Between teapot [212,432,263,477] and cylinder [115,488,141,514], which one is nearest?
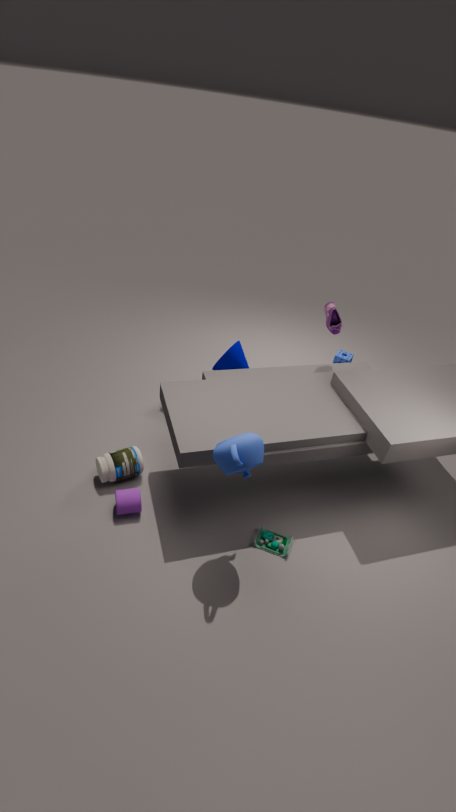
teapot [212,432,263,477]
